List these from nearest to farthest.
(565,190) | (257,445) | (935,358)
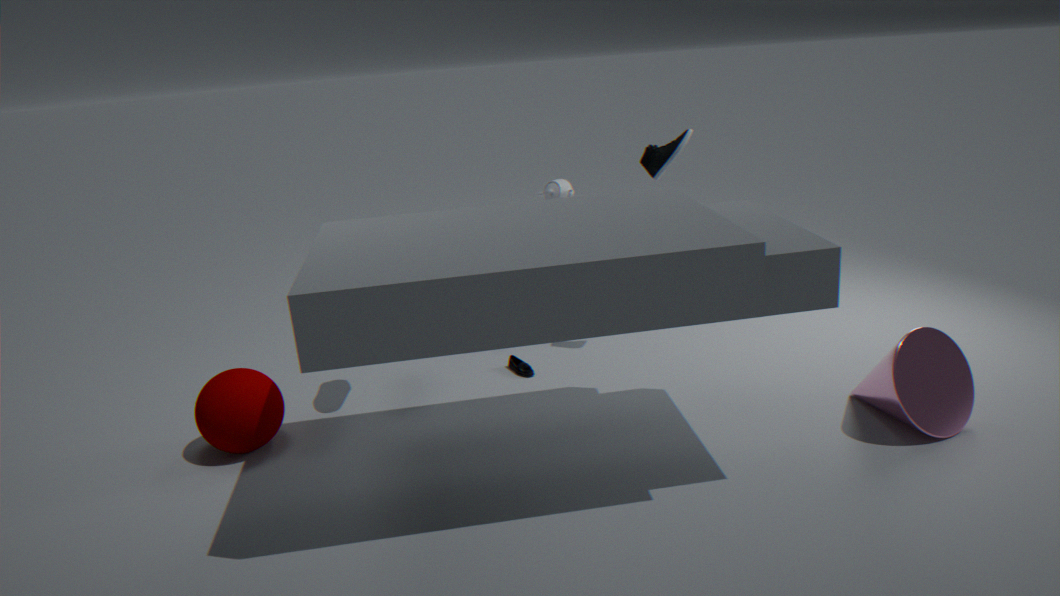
(935,358) → (257,445) → (565,190)
